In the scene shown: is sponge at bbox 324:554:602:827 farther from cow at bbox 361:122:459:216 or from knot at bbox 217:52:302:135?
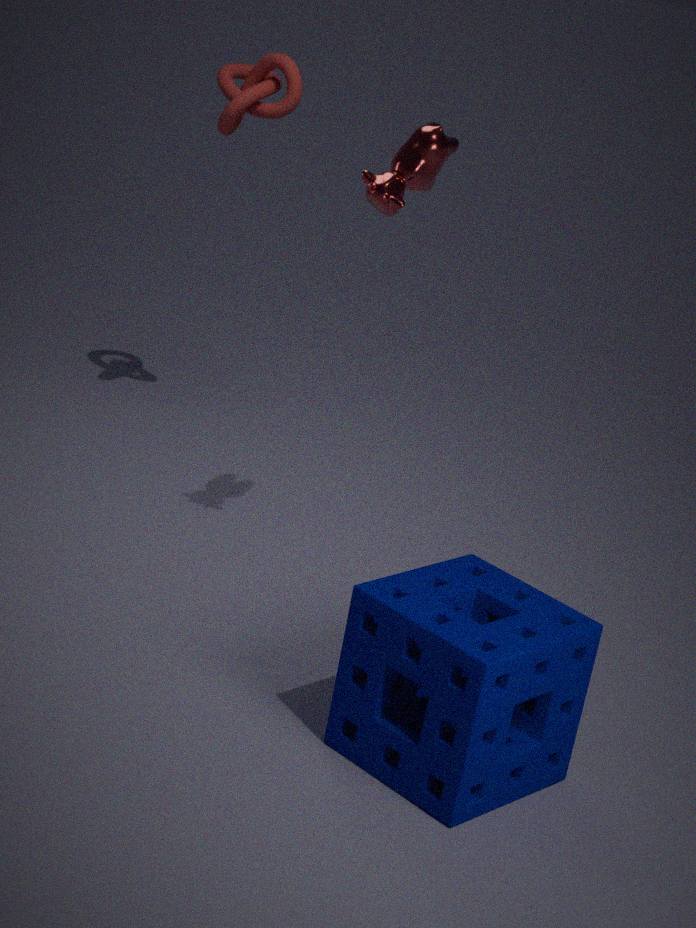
knot at bbox 217:52:302:135
